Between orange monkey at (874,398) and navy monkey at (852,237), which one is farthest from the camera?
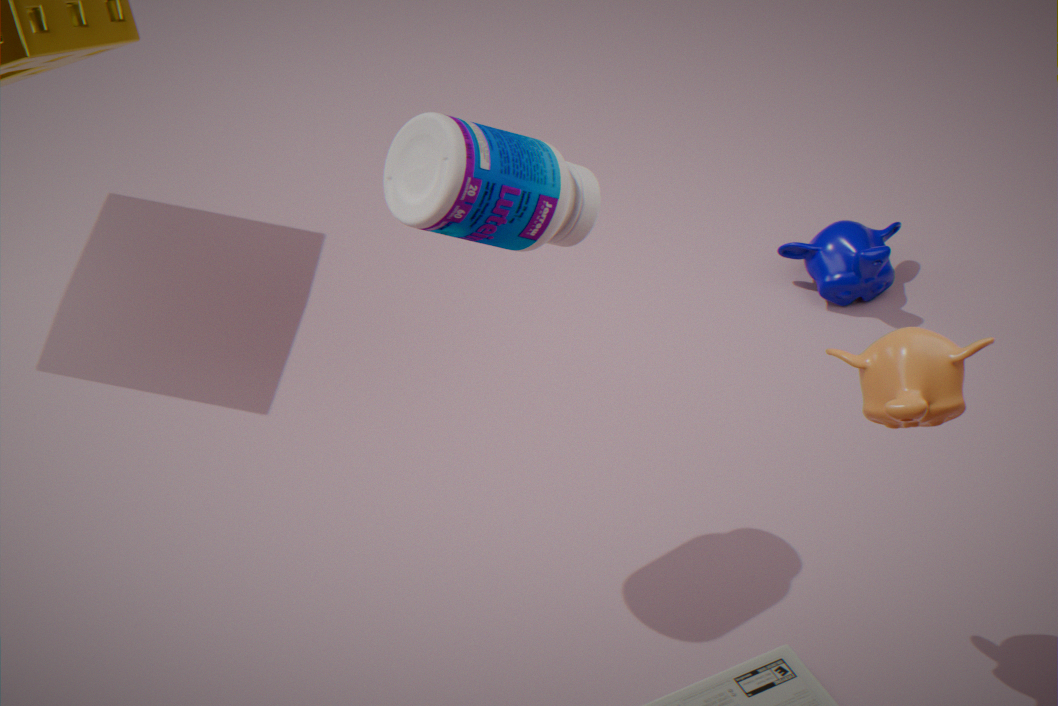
navy monkey at (852,237)
